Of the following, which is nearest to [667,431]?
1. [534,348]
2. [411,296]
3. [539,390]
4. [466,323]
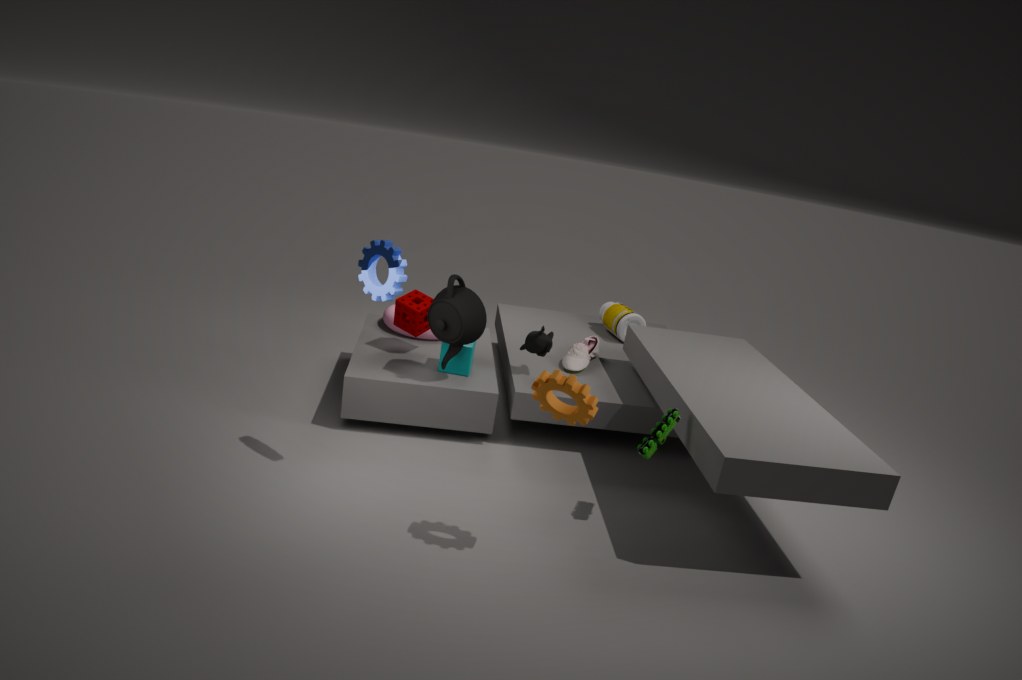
[539,390]
